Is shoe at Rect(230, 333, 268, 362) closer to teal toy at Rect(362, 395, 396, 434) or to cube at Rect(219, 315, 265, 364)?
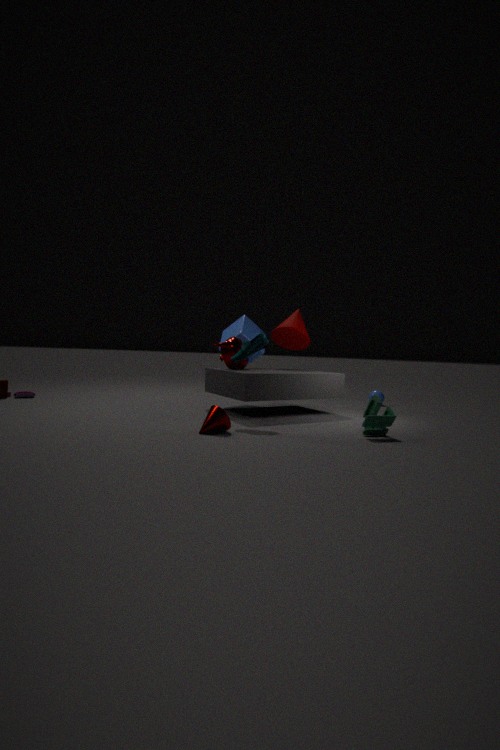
cube at Rect(219, 315, 265, 364)
